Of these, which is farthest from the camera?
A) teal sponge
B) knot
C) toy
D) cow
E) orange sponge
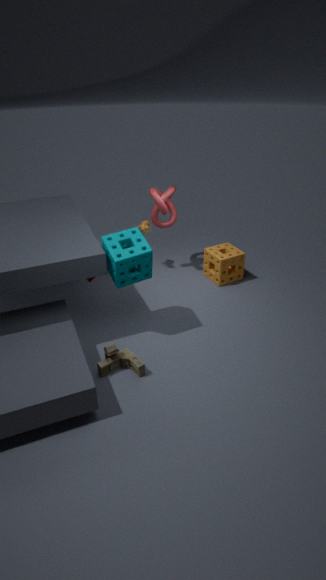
D. cow
